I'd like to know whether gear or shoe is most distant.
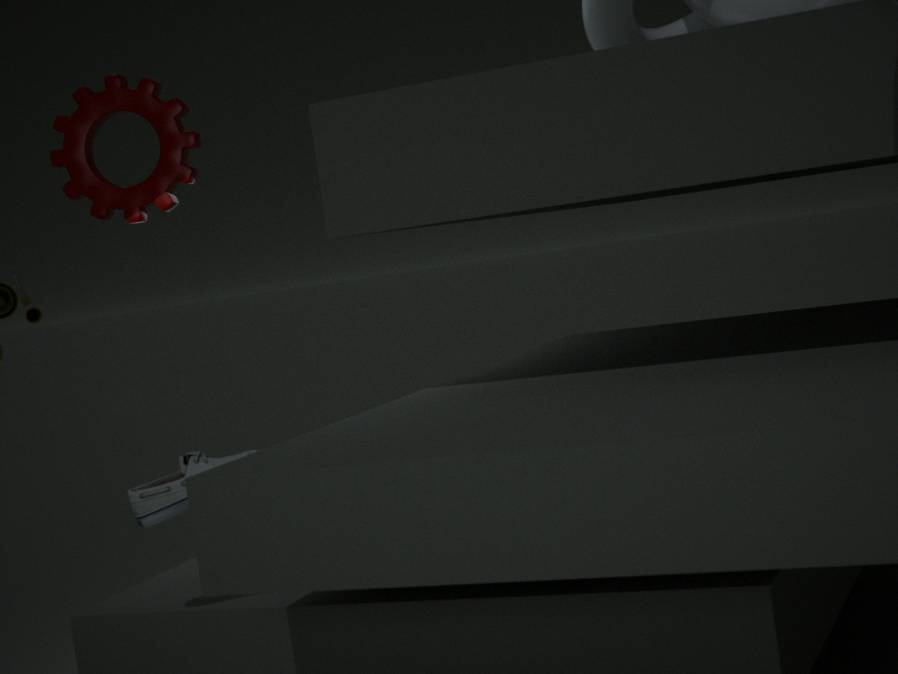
gear
